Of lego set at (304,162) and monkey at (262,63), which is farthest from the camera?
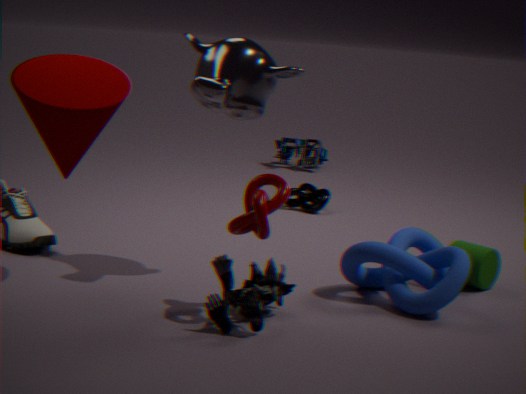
lego set at (304,162)
